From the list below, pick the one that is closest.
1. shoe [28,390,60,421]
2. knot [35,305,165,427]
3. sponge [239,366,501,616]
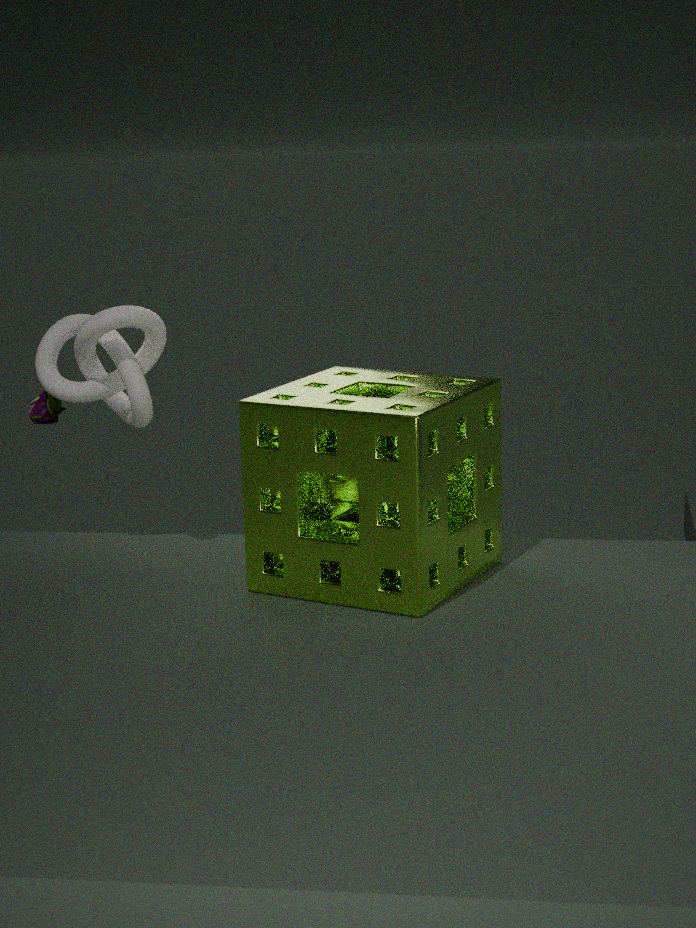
sponge [239,366,501,616]
